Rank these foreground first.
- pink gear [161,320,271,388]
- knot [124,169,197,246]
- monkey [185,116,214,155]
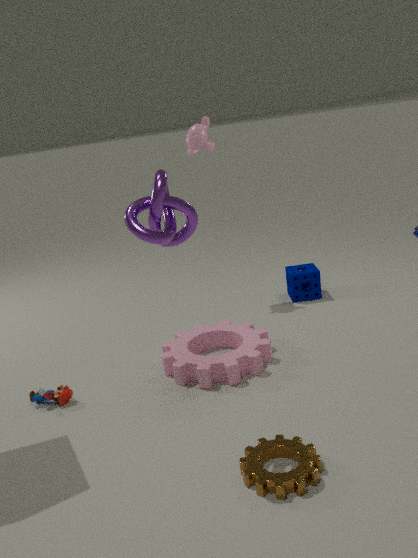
knot [124,169,197,246] < pink gear [161,320,271,388] < monkey [185,116,214,155]
